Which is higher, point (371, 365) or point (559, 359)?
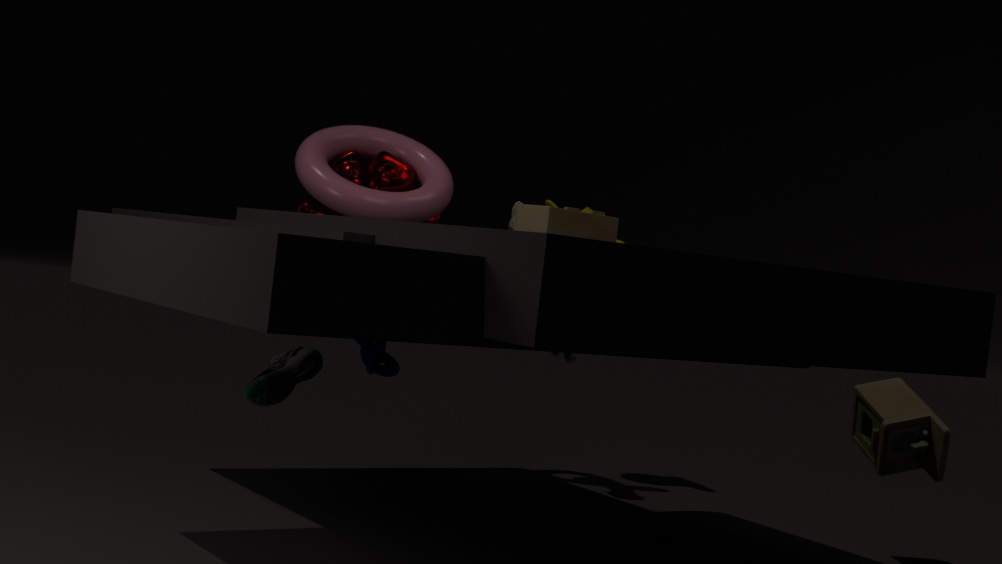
point (559, 359)
